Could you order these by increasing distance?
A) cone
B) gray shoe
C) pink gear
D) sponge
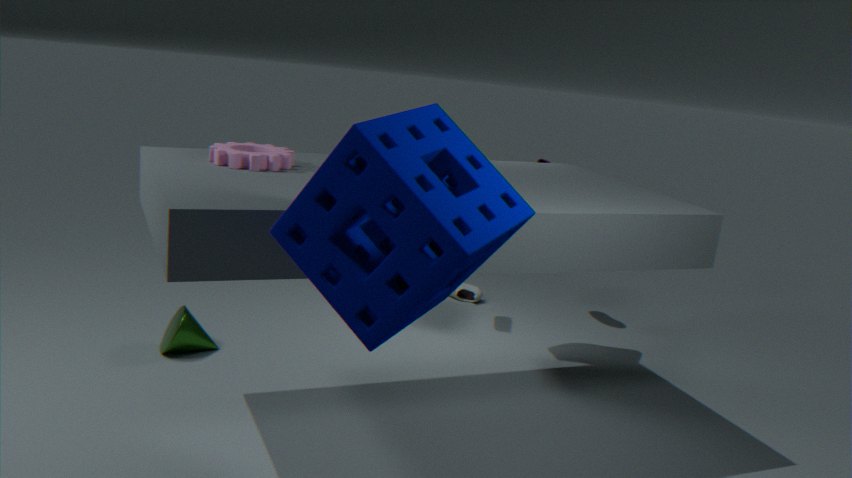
sponge
pink gear
cone
gray shoe
